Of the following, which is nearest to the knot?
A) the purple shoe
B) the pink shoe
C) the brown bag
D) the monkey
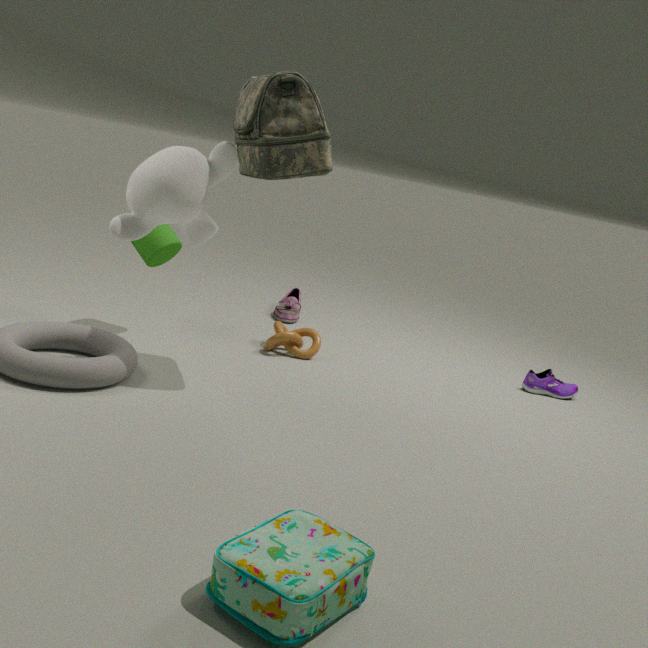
the pink shoe
